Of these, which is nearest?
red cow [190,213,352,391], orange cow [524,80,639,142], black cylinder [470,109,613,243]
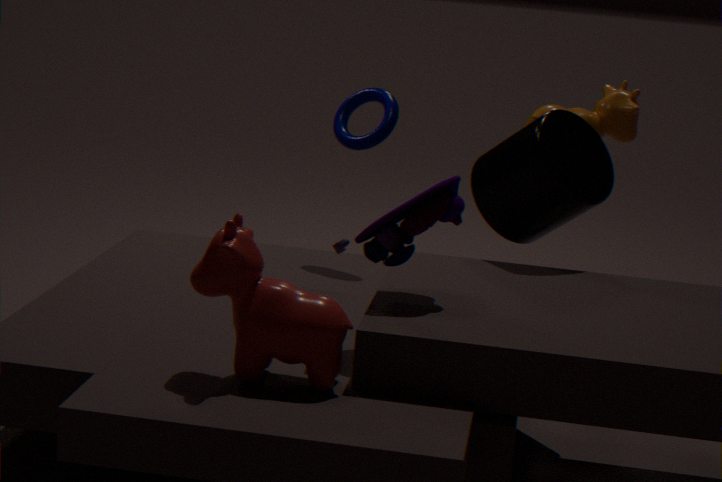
red cow [190,213,352,391]
